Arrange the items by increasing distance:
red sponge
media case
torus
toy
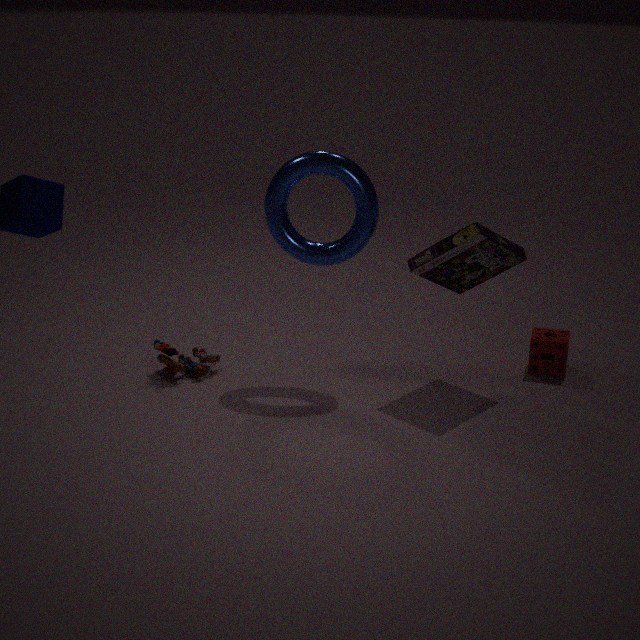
media case, torus, toy, red sponge
